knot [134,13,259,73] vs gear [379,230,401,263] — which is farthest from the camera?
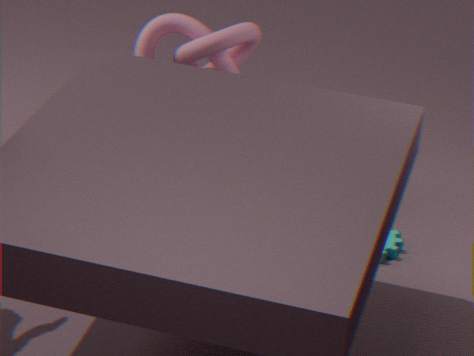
gear [379,230,401,263]
